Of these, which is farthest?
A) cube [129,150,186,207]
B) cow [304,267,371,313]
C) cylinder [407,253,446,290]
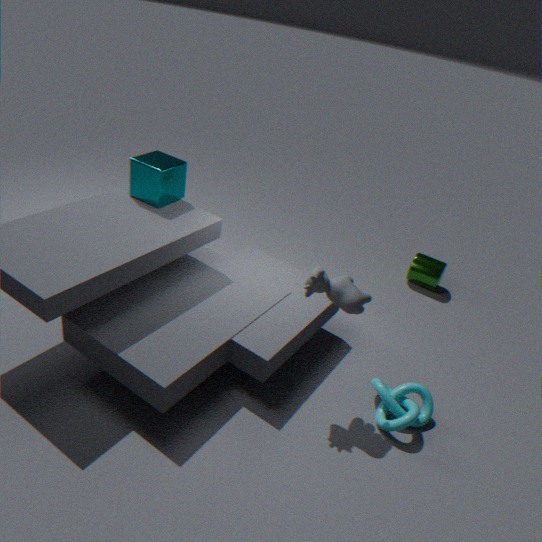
cylinder [407,253,446,290]
